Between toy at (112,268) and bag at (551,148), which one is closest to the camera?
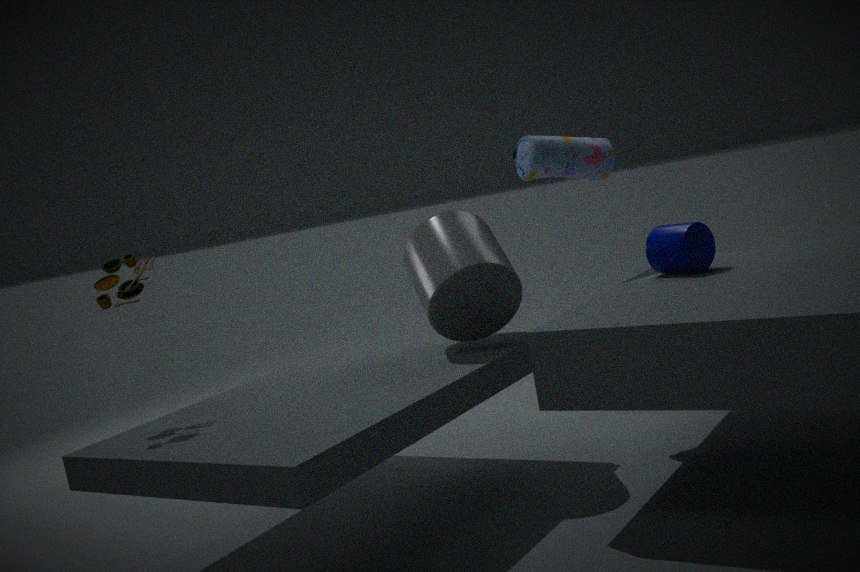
toy at (112,268)
